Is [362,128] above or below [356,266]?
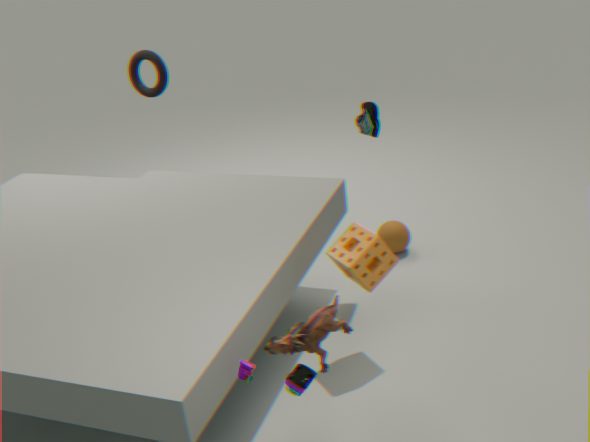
above
